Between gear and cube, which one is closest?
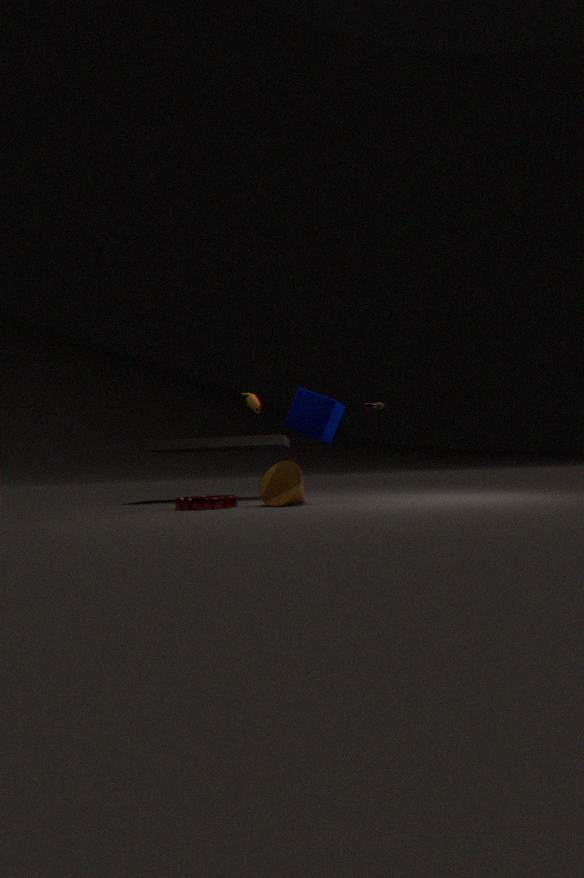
cube
